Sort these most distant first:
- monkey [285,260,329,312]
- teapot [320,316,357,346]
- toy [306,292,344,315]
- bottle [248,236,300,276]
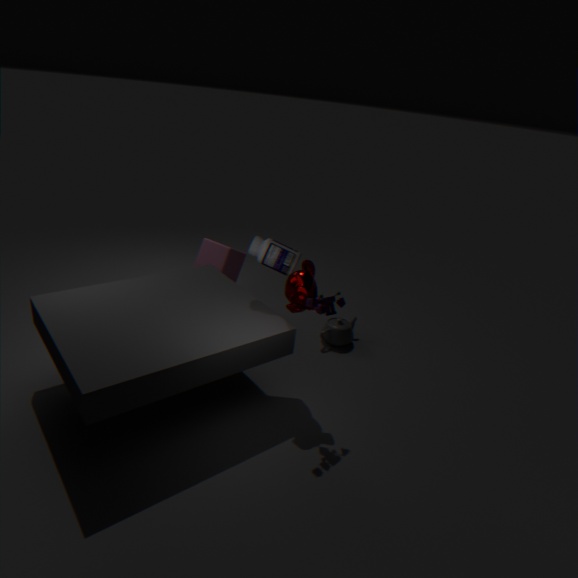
teapot [320,316,357,346] < bottle [248,236,300,276] < monkey [285,260,329,312] < toy [306,292,344,315]
